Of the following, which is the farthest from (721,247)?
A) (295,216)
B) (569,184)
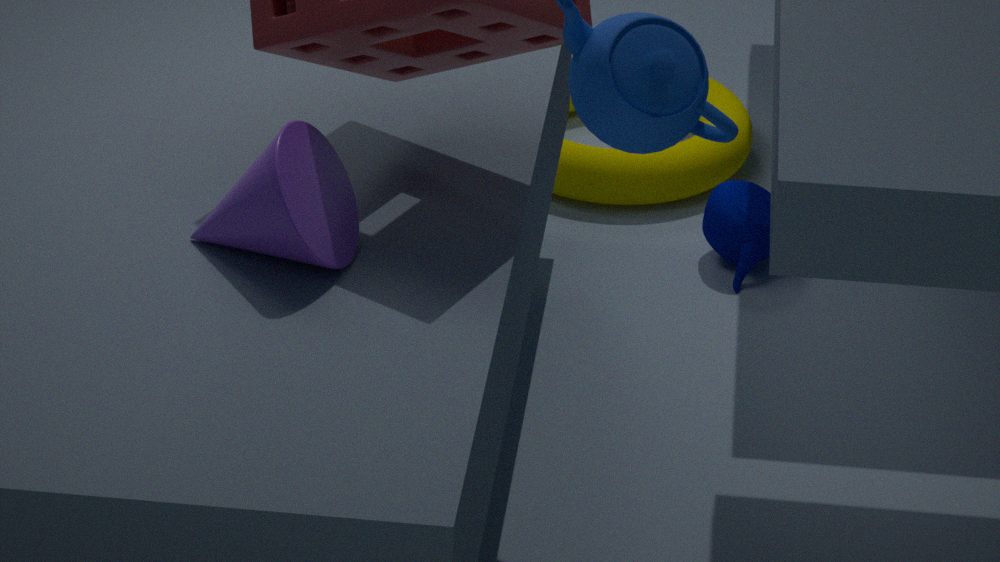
(295,216)
